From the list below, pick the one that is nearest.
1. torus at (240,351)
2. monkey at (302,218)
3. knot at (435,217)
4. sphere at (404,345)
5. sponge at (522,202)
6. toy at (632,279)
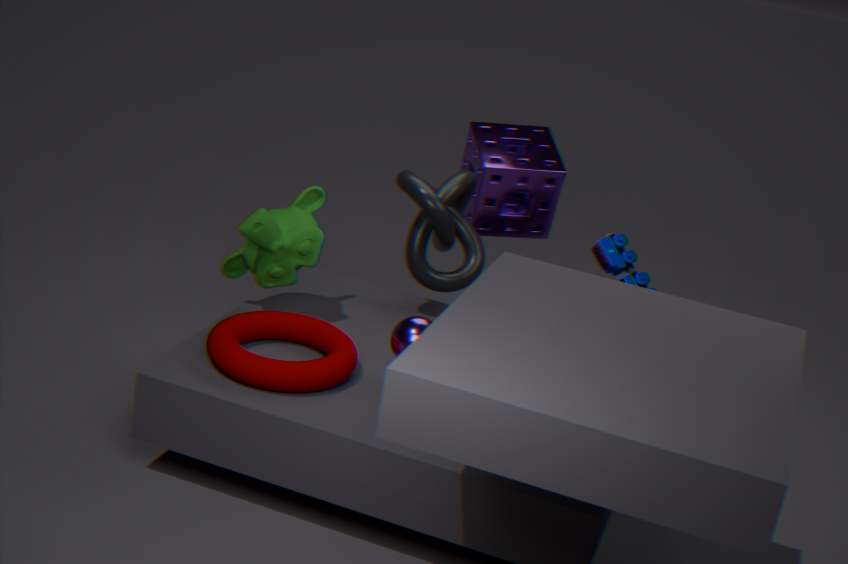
torus at (240,351)
